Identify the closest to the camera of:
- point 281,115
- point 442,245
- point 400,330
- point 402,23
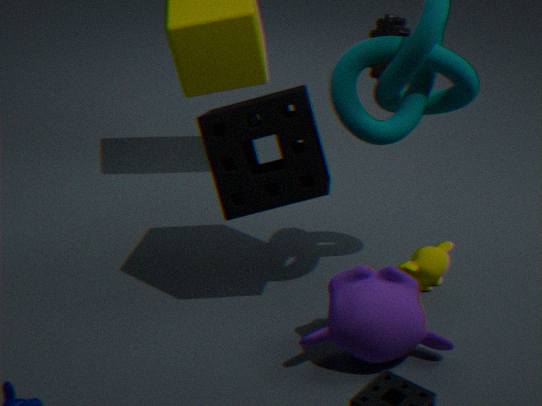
point 400,330
